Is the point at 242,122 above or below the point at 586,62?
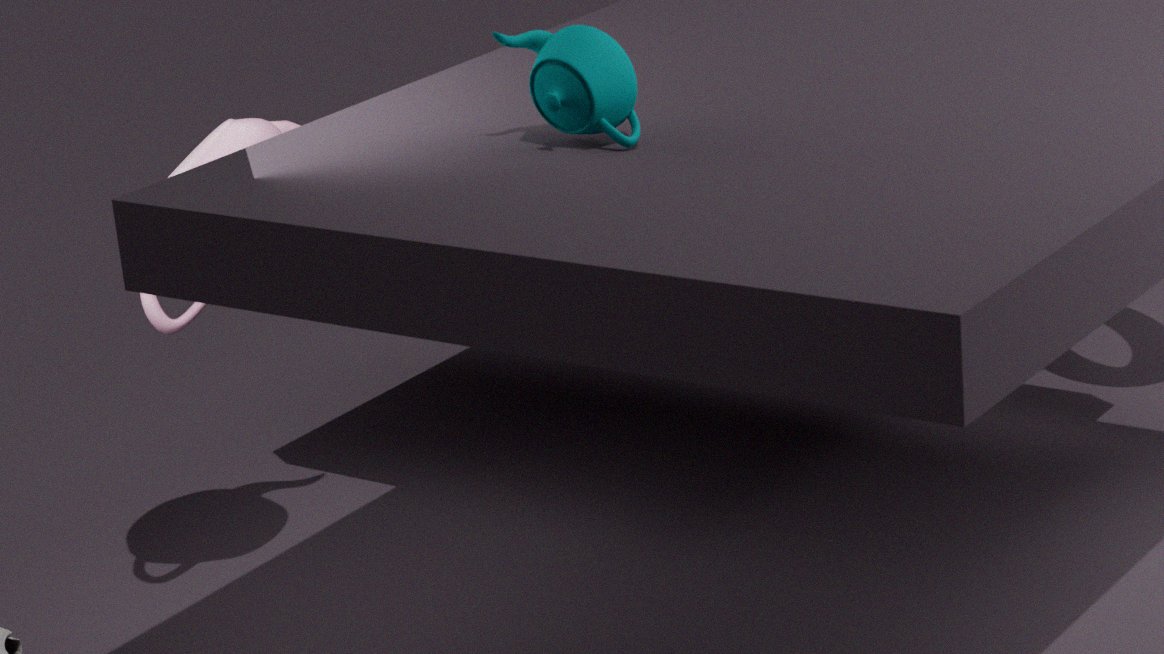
below
